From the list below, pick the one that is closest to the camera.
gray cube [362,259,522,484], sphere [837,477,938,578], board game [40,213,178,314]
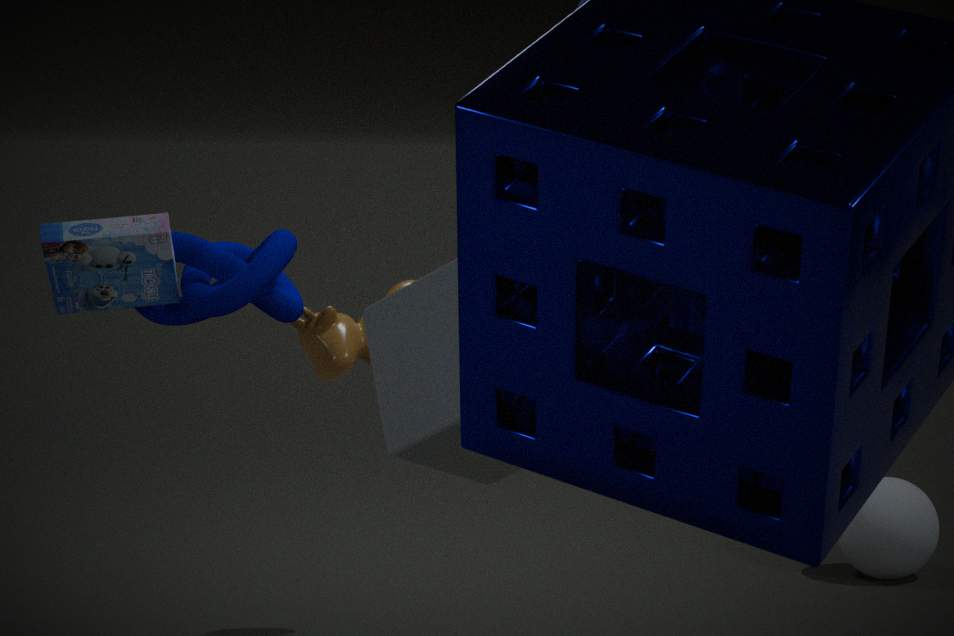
gray cube [362,259,522,484]
